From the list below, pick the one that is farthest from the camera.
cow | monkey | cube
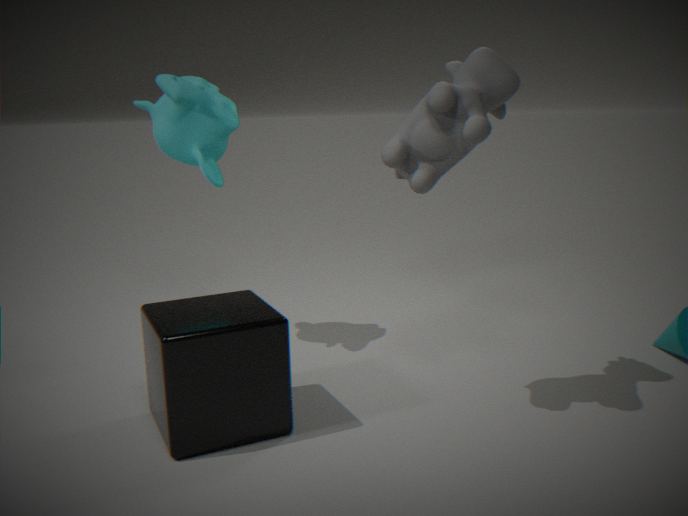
monkey
